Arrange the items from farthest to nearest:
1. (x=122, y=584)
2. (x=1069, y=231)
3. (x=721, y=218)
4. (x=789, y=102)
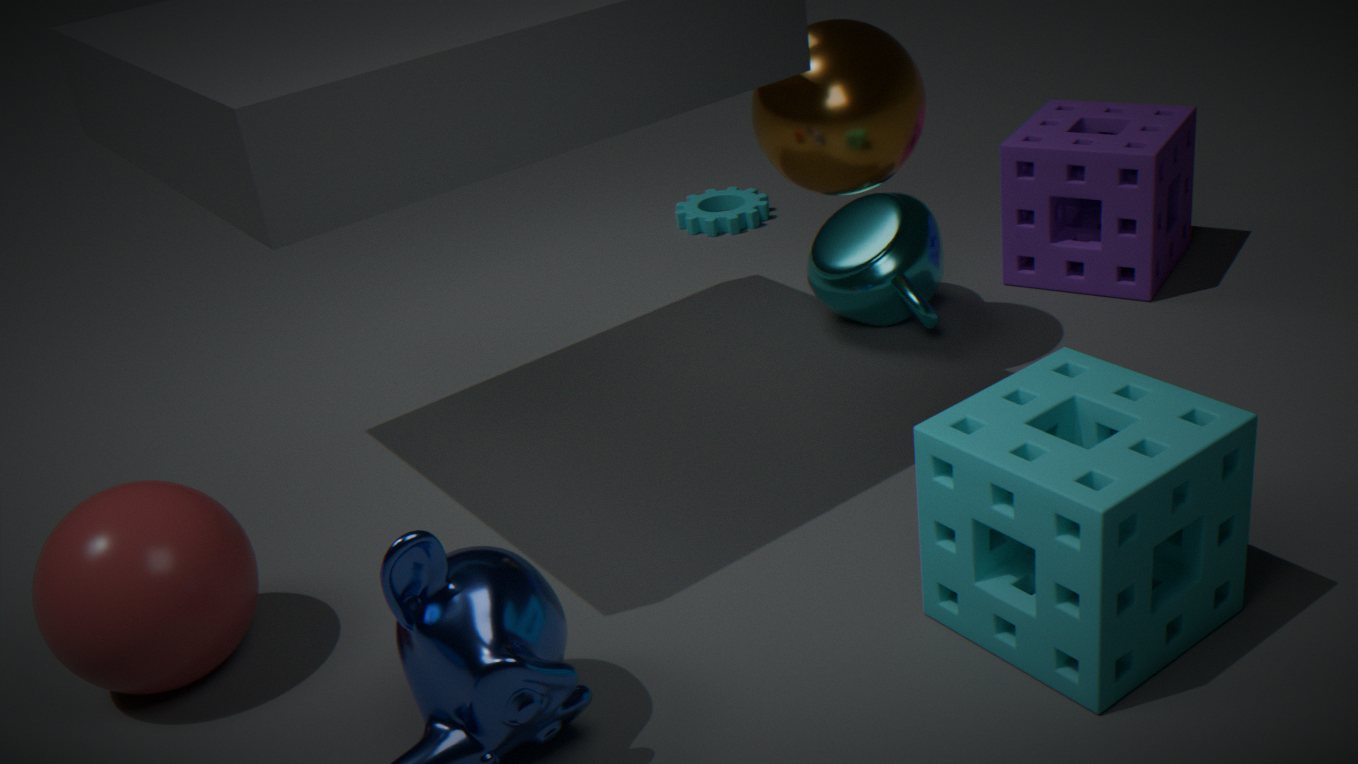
(x=721, y=218) → (x=1069, y=231) → (x=789, y=102) → (x=122, y=584)
